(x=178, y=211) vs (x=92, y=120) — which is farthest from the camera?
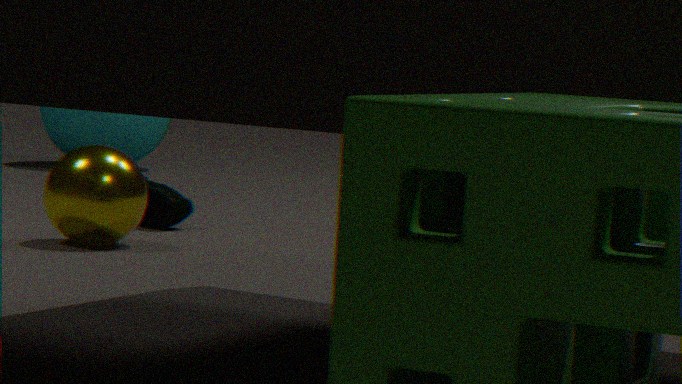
(x=92, y=120)
